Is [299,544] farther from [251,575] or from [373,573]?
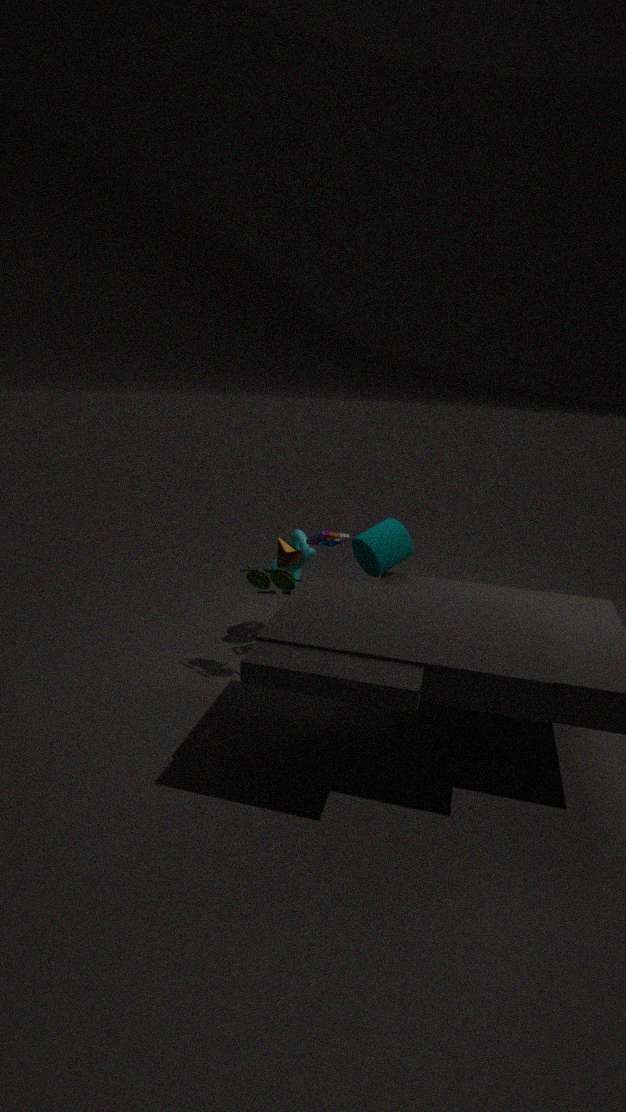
[373,573]
